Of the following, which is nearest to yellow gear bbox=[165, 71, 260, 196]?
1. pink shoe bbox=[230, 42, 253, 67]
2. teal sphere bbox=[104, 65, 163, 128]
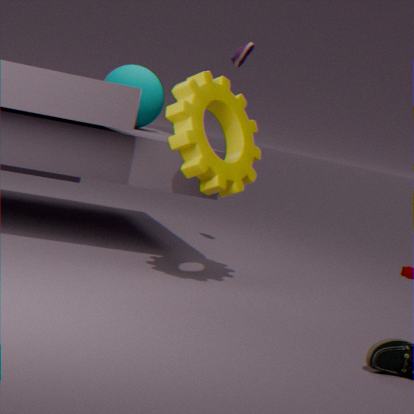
pink shoe bbox=[230, 42, 253, 67]
